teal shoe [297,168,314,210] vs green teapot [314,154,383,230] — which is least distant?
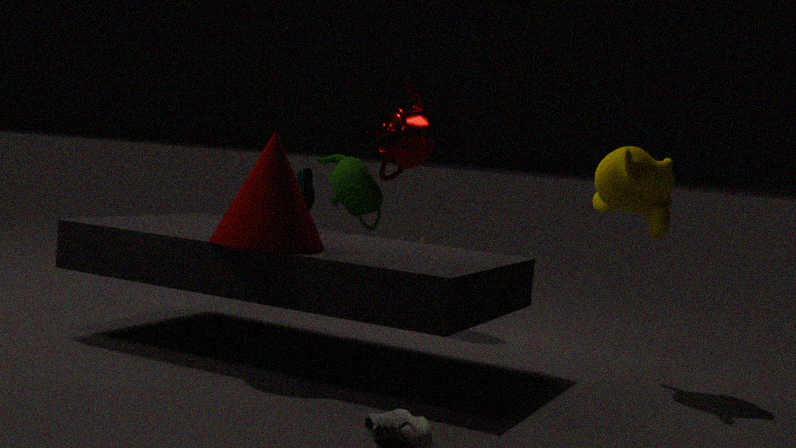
teal shoe [297,168,314,210]
